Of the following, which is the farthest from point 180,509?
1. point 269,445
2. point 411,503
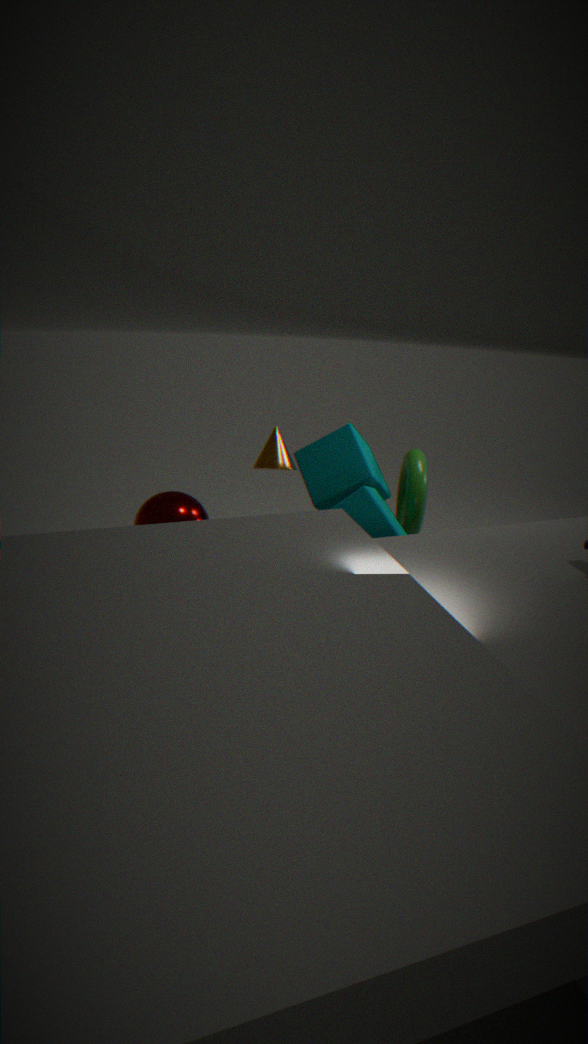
point 411,503
